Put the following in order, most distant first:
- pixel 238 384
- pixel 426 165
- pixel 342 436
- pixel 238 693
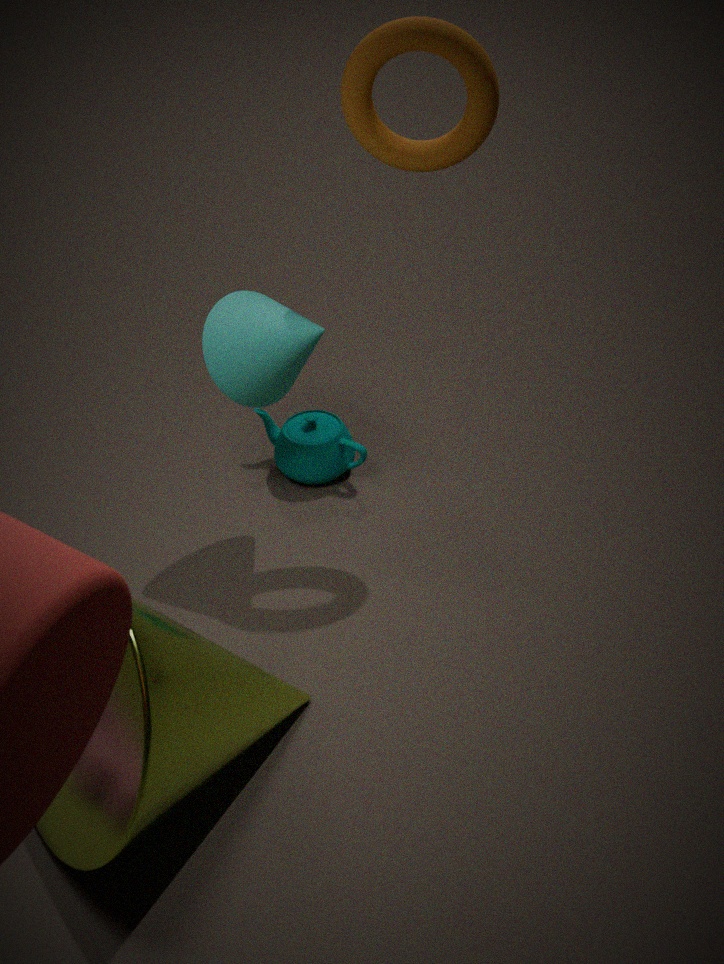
pixel 342 436 → pixel 238 384 → pixel 426 165 → pixel 238 693
